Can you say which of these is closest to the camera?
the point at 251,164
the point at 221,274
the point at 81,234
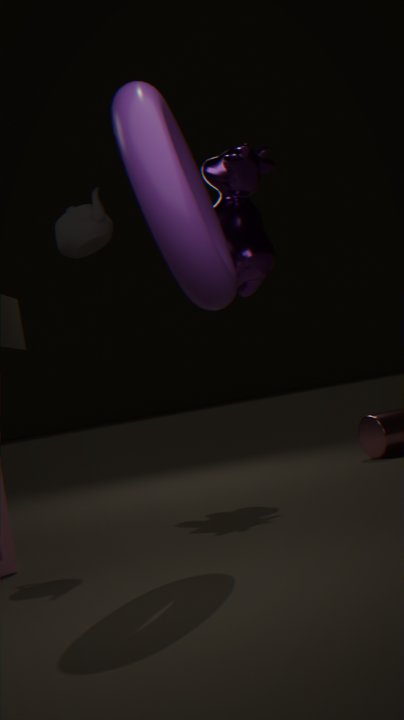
the point at 221,274
